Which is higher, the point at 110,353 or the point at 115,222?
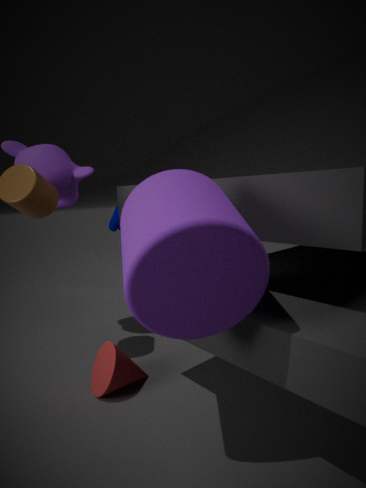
the point at 115,222
